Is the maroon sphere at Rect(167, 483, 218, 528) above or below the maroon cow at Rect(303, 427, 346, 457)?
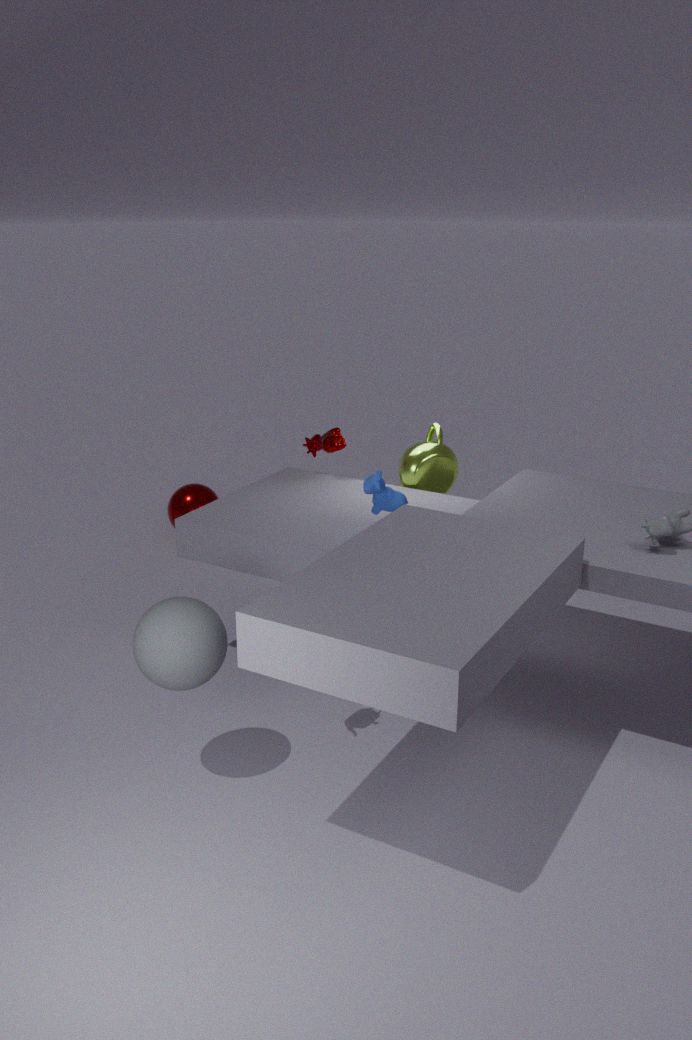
below
